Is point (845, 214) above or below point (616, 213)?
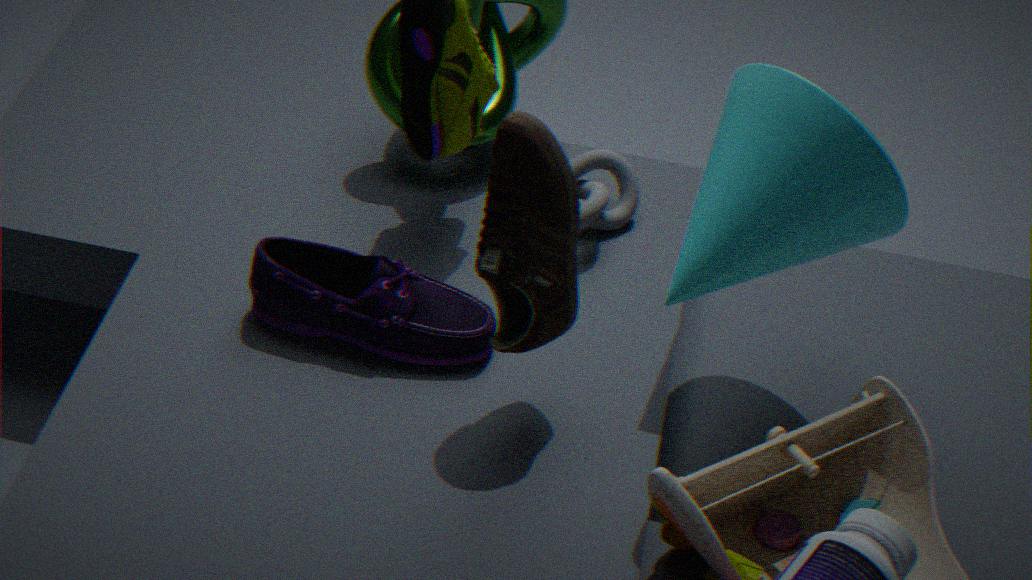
above
